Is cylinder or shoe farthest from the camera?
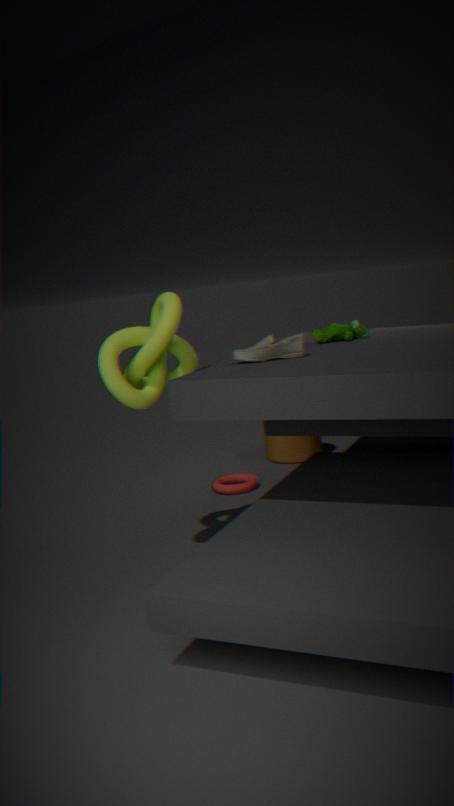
cylinder
